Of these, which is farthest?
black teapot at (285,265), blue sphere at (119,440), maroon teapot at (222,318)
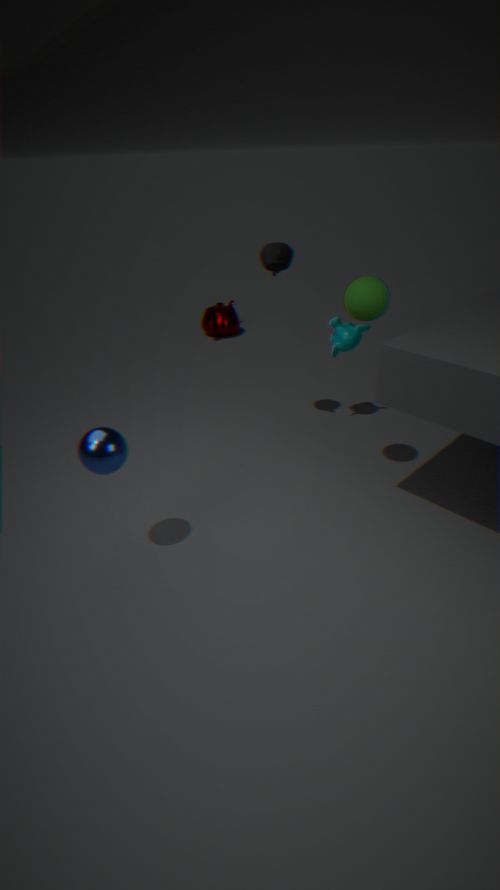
maroon teapot at (222,318)
